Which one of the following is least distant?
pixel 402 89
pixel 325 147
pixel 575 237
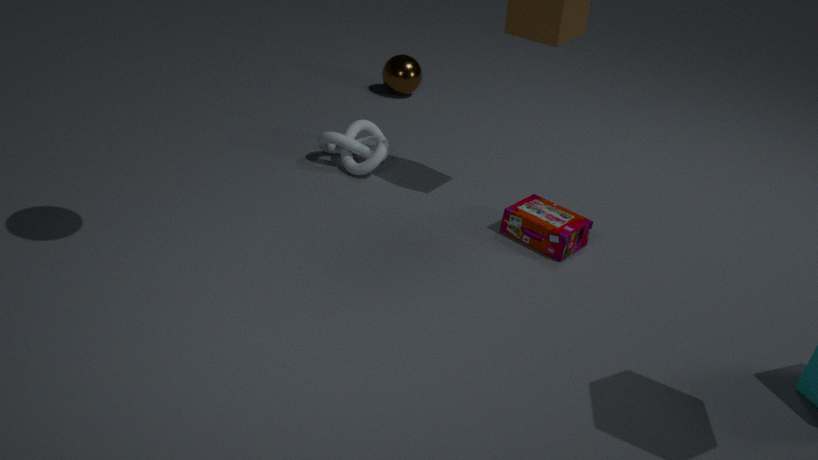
pixel 575 237
